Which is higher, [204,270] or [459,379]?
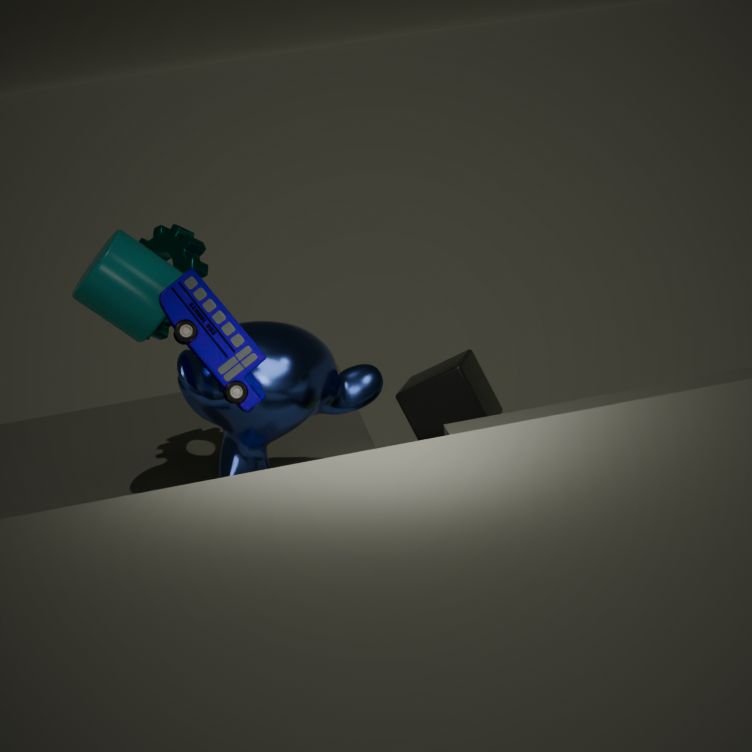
[204,270]
